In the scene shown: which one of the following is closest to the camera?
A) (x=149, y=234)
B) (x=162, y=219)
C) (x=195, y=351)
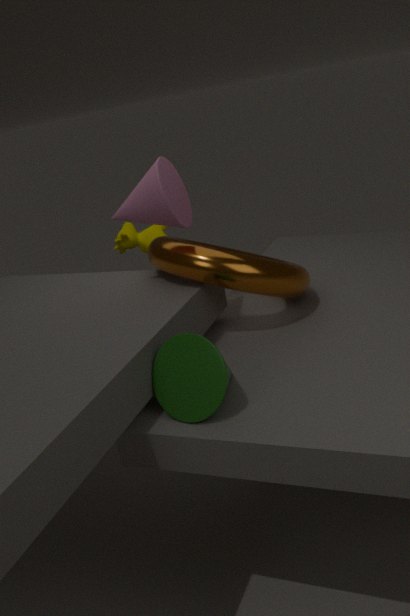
(x=195, y=351)
